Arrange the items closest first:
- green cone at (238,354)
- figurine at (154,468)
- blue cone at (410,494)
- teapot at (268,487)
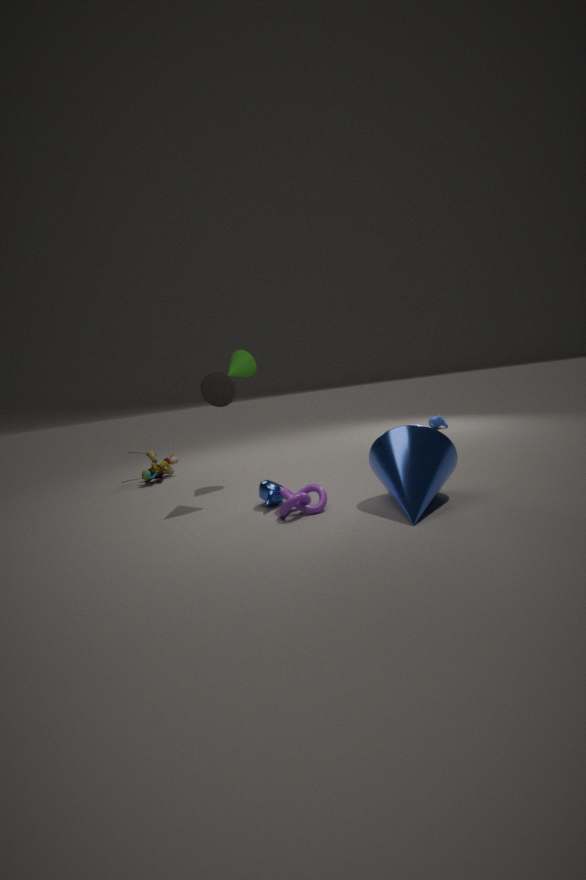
1. blue cone at (410,494)
2. teapot at (268,487)
3. green cone at (238,354)
4. figurine at (154,468)
